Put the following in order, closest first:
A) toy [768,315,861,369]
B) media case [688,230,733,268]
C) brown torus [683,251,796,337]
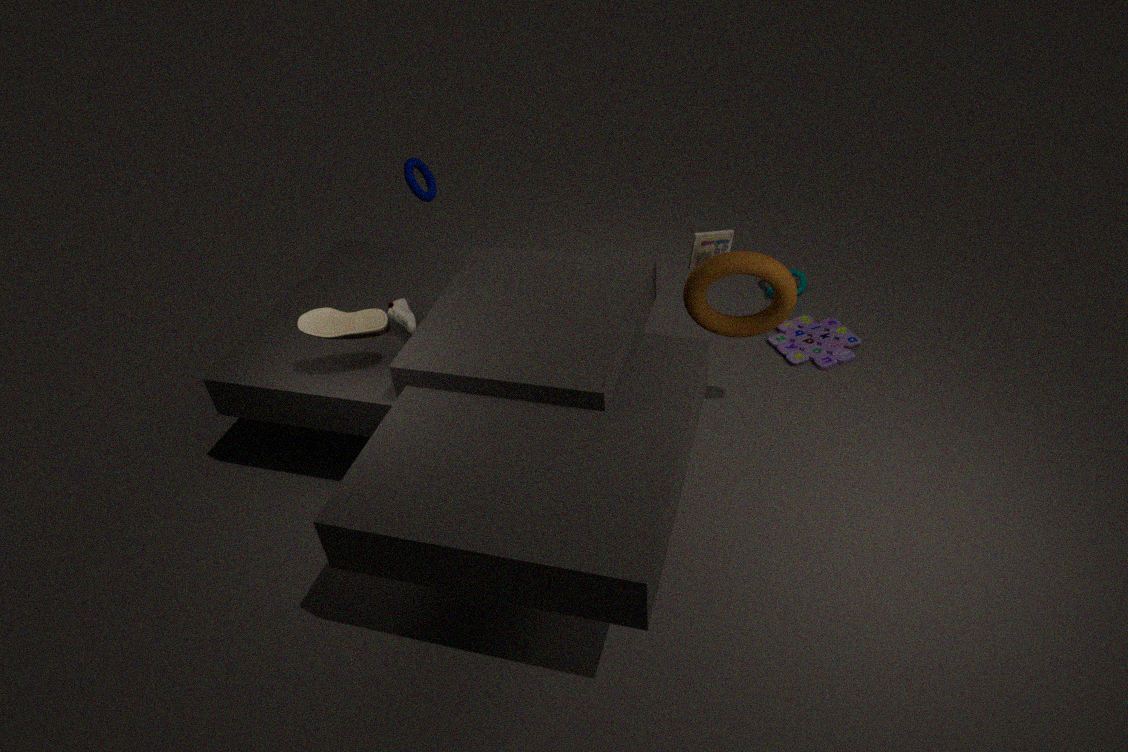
brown torus [683,251,796,337], media case [688,230,733,268], toy [768,315,861,369]
